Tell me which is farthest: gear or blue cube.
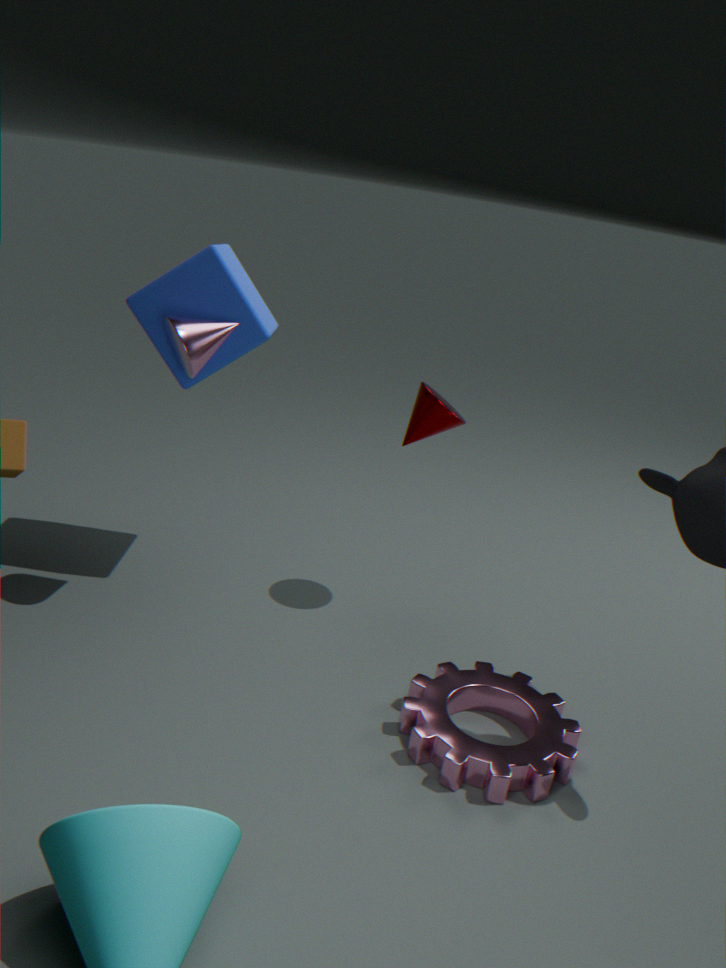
blue cube
